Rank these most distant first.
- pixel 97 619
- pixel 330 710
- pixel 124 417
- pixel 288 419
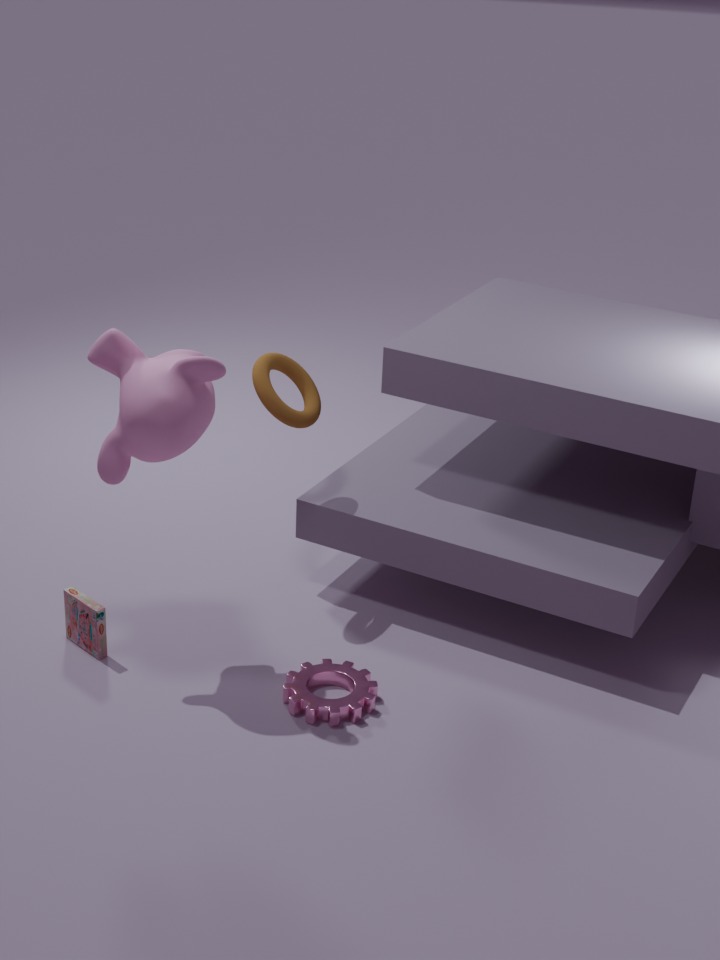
pixel 288 419
pixel 97 619
pixel 330 710
pixel 124 417
